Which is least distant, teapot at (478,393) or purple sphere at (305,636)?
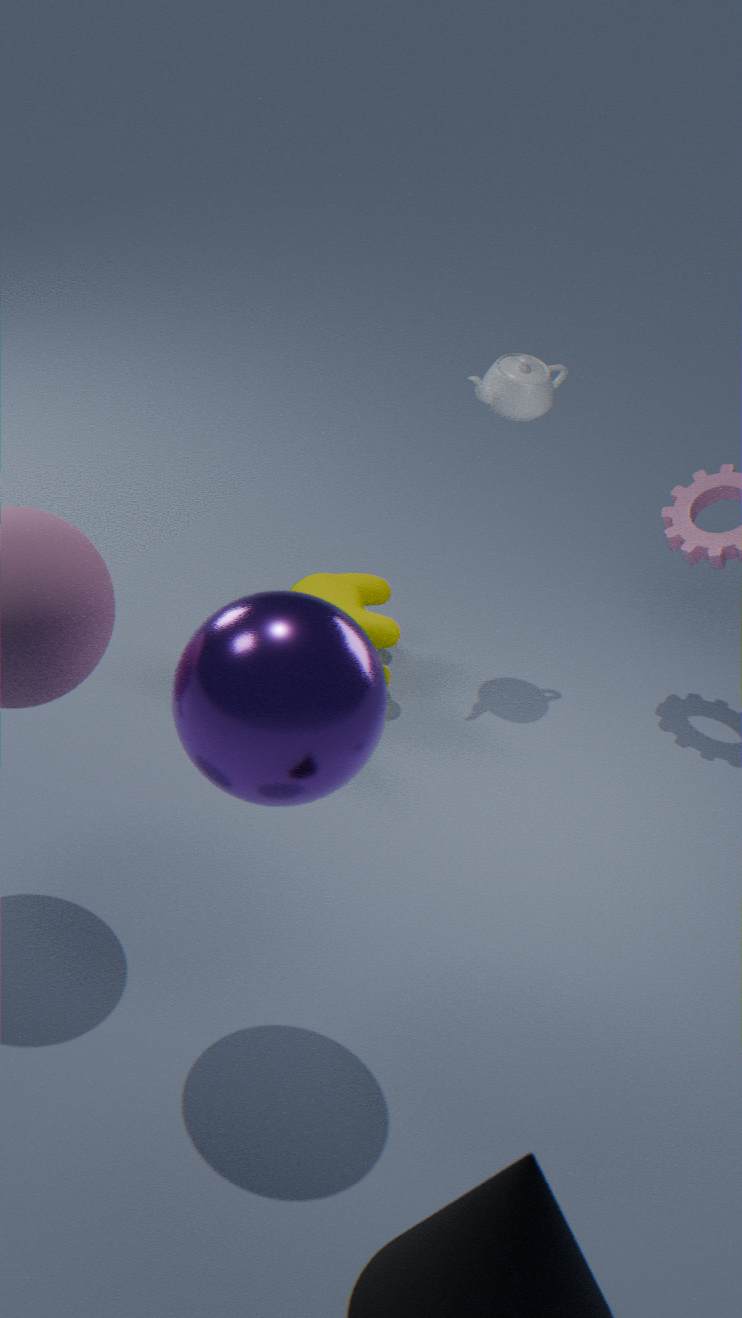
purple sphere at (305,636)
